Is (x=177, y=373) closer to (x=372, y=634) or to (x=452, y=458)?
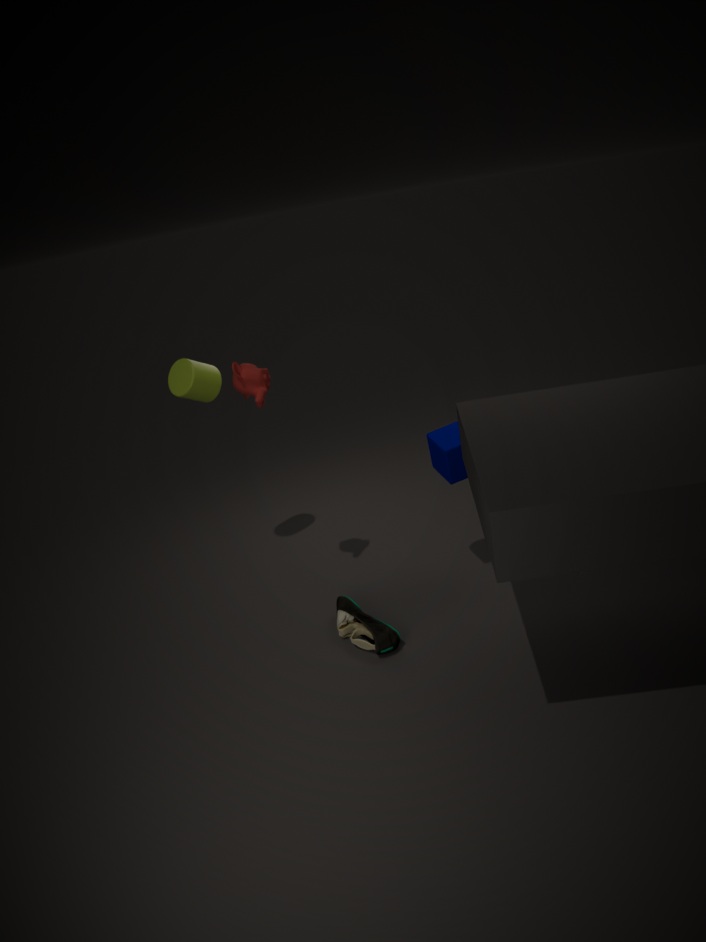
(x=452, y=458)
